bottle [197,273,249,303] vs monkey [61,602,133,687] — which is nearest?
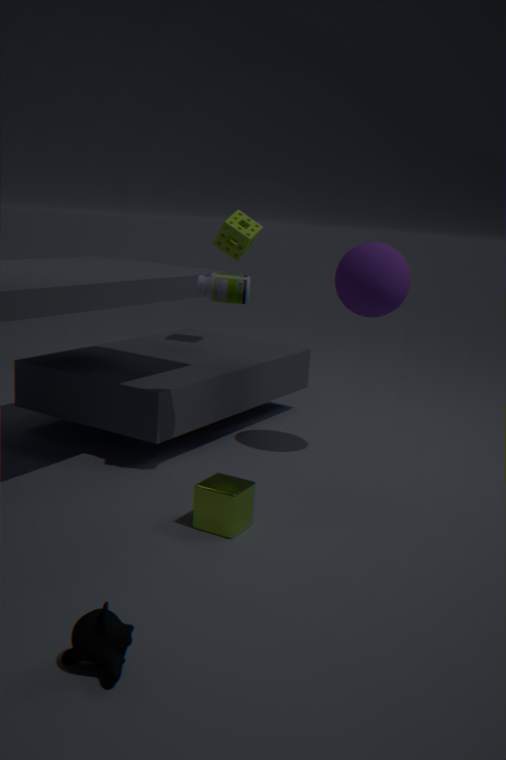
monkey [61,602,133,687]
